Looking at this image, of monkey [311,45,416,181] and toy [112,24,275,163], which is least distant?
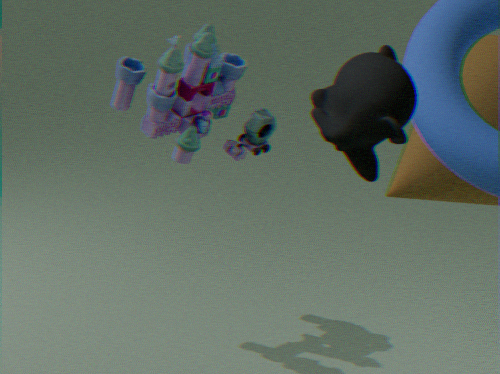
monkey [311,45,416,181]
